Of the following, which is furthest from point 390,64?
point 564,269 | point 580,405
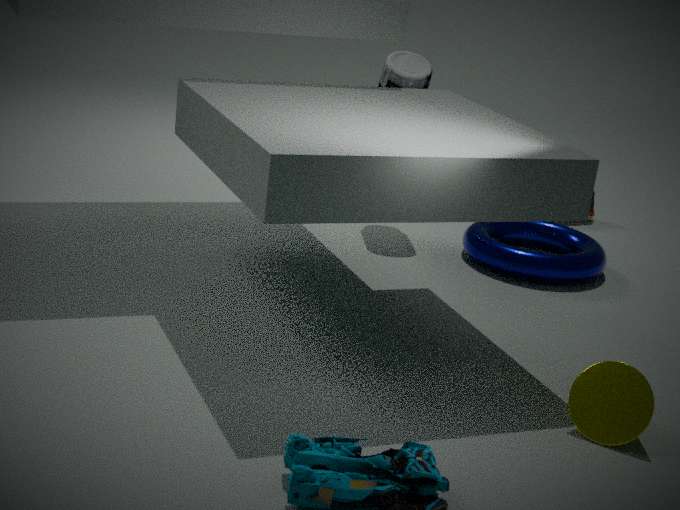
point 580,405
